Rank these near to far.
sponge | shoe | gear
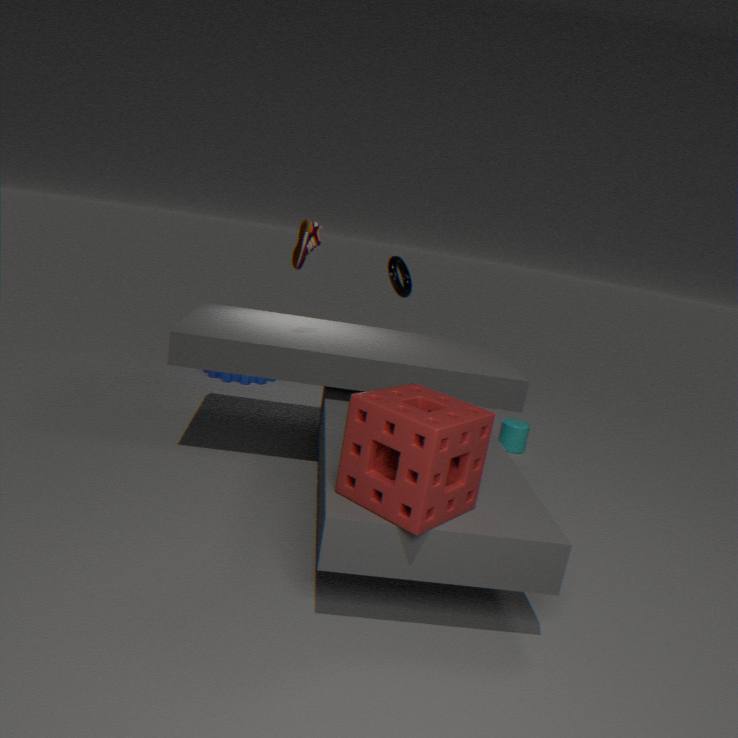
sponge → shoe → gear
